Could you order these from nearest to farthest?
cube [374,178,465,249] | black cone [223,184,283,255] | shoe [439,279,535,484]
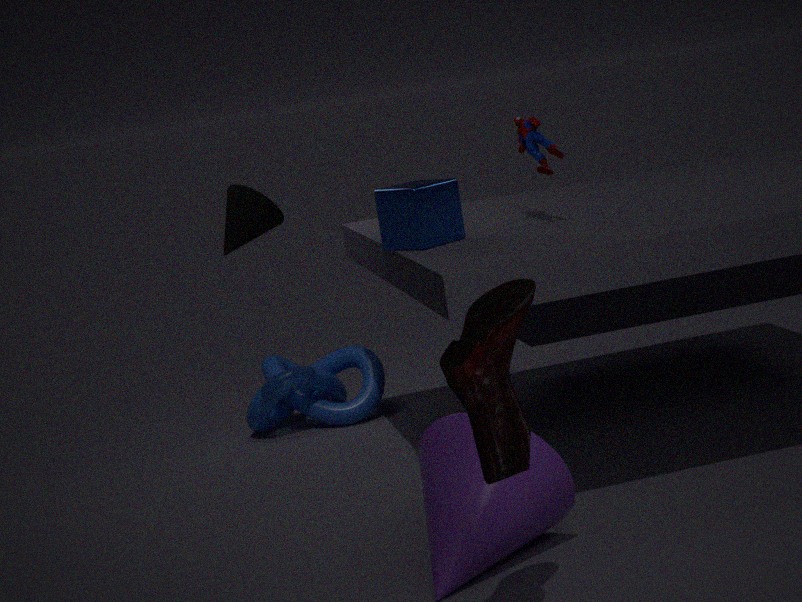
1. shoe [439,279,535,484]
2. cube [374,178,465,249]
3. black cone [223,184,283,255]
